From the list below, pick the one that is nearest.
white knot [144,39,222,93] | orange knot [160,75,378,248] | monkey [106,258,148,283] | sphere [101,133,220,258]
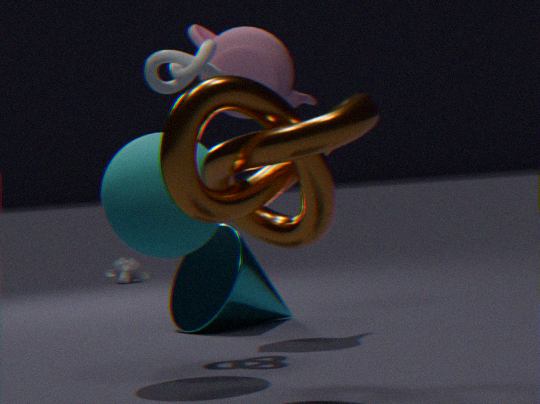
orange knot [160,75,378,248]
